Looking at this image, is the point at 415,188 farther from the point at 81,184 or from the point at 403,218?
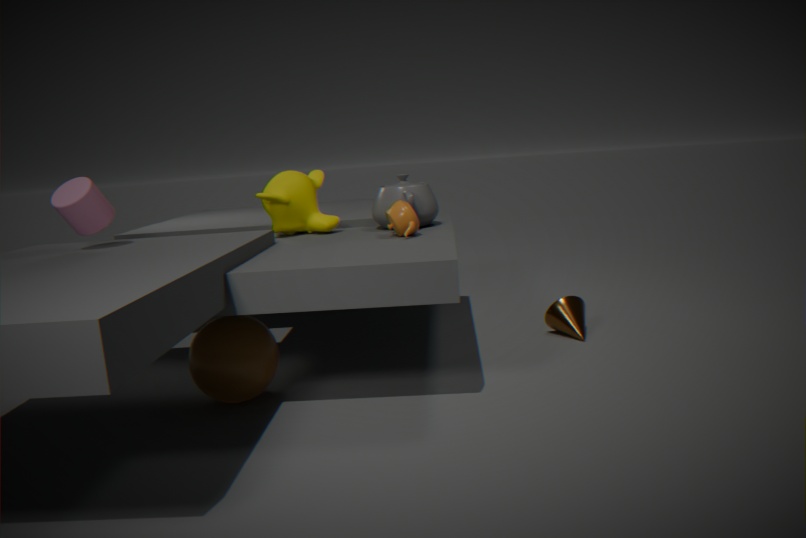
the point at 81,184
